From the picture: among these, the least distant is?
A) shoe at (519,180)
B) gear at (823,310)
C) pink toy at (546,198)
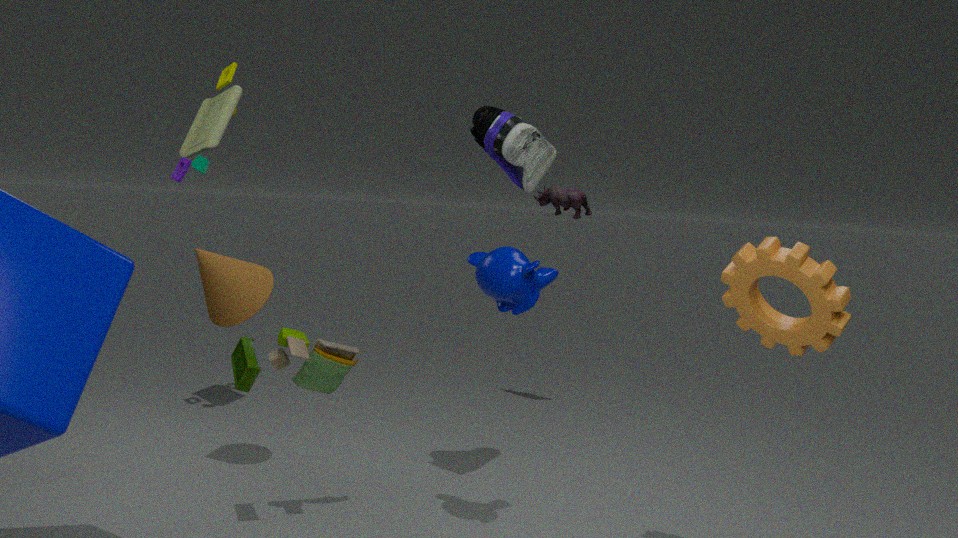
gear at (823,310)
